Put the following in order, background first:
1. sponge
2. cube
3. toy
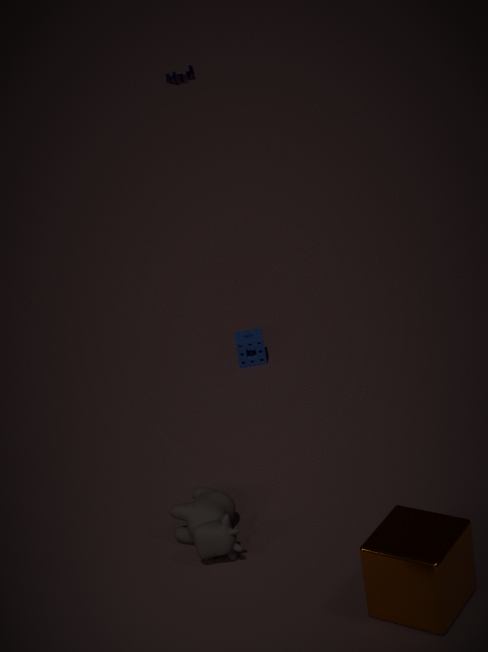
toy
sponge
cube
